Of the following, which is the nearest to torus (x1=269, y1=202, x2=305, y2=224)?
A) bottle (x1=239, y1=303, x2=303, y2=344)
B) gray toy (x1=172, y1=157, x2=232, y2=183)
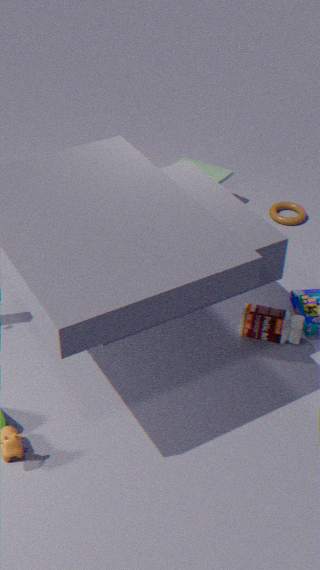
gray toy (x1=172, y1=157, x2=232, y2=183)
